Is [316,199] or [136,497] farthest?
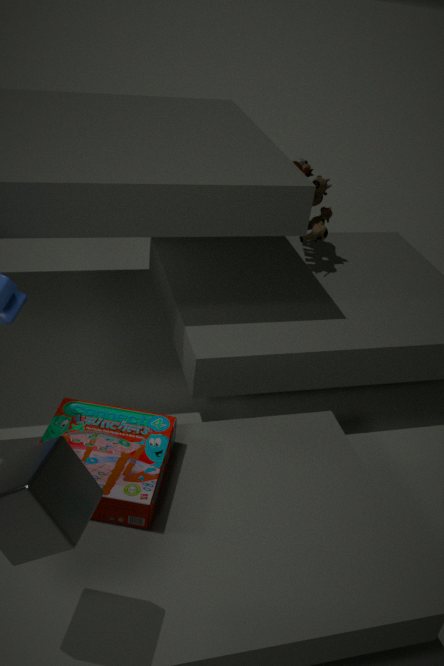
[316,199]
